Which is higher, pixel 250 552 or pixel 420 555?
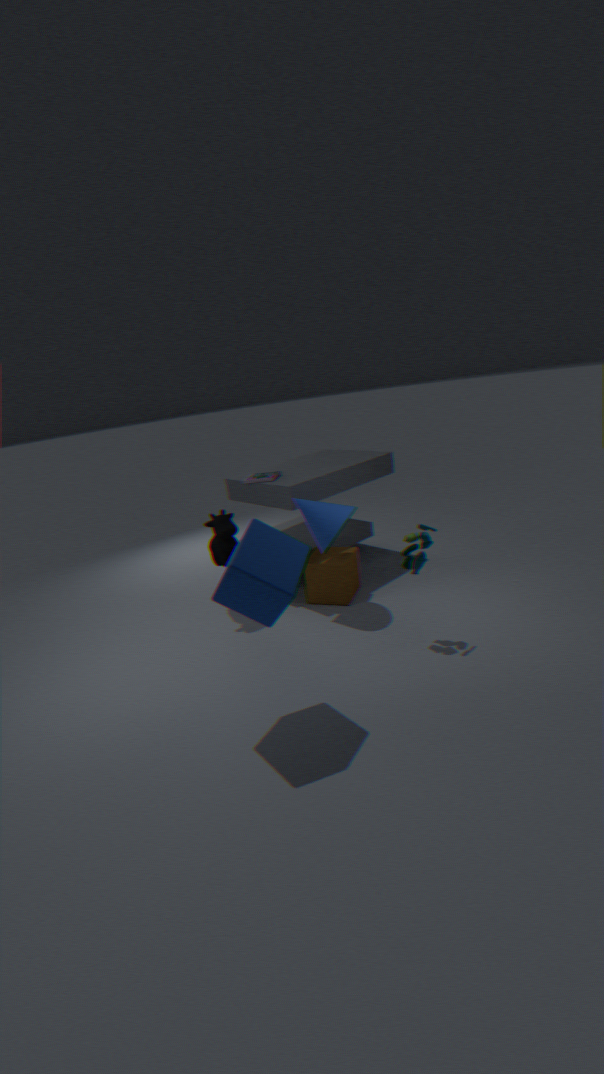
pixel 250 552
